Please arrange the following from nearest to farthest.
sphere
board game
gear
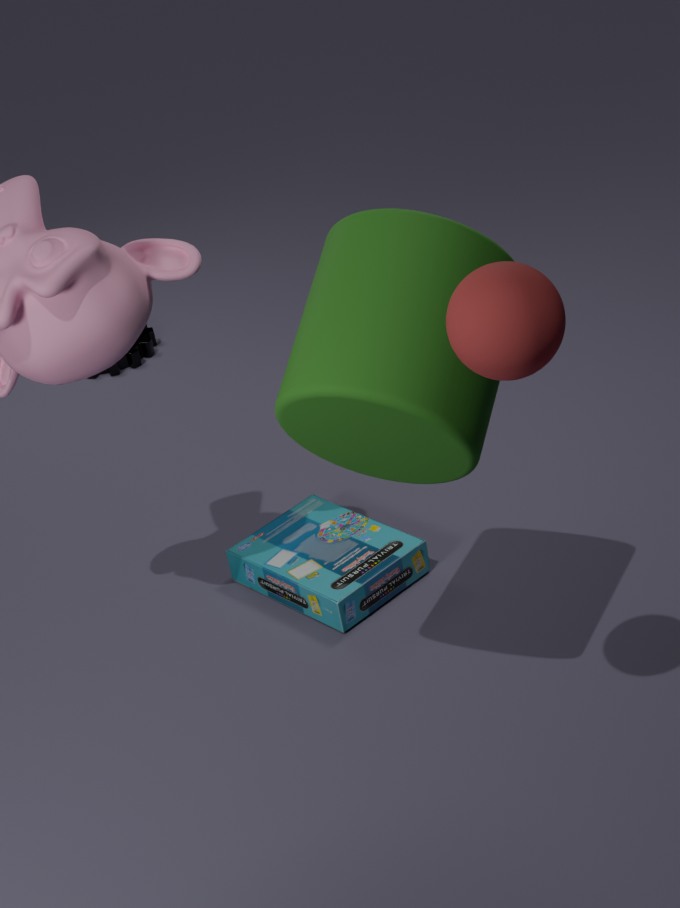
1. sphere
2. board game
3. gear
